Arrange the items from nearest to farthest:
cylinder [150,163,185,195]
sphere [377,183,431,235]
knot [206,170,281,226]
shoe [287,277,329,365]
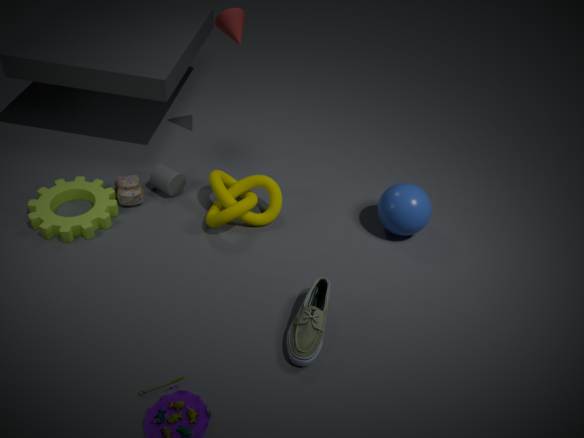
1. shoe [287,277,329,365]
2. knot [206,170,281,226]
3. sphere [377,183,431,235]
4. cylinder [150,163,185,195]
